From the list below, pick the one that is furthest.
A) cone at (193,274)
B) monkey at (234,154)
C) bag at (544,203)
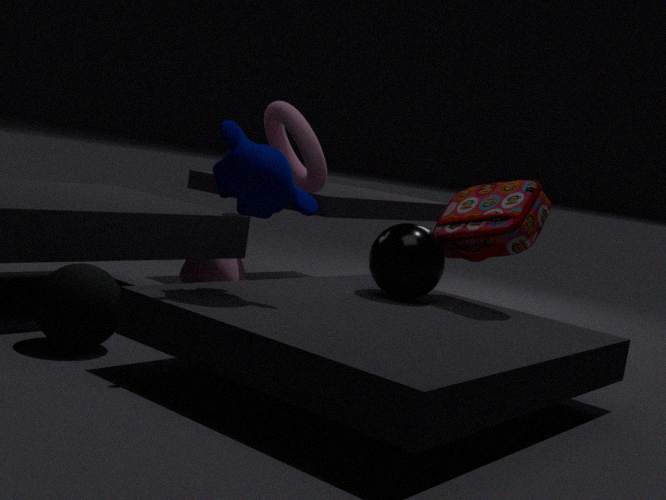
cone at (193,274)
